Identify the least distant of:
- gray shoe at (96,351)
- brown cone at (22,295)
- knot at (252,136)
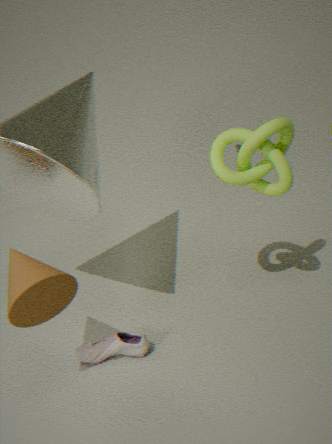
brown cone at (22,295)
